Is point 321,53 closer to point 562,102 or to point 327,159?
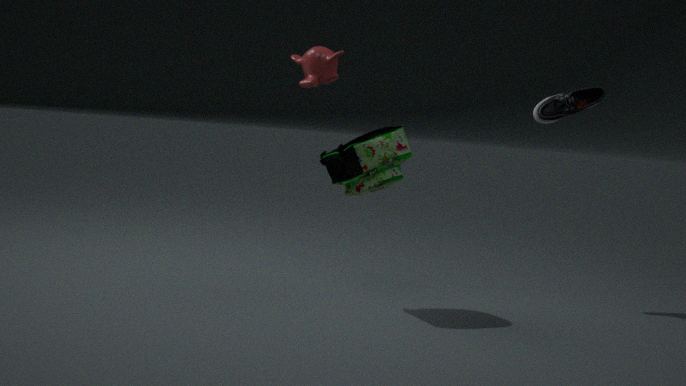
point 327,159
